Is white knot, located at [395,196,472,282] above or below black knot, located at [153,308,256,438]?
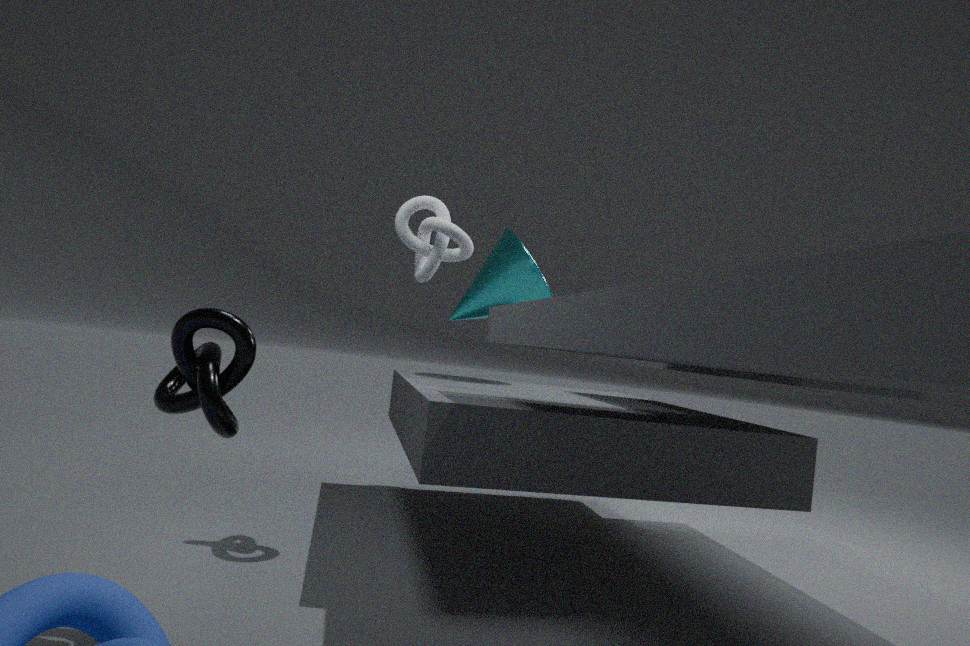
above
